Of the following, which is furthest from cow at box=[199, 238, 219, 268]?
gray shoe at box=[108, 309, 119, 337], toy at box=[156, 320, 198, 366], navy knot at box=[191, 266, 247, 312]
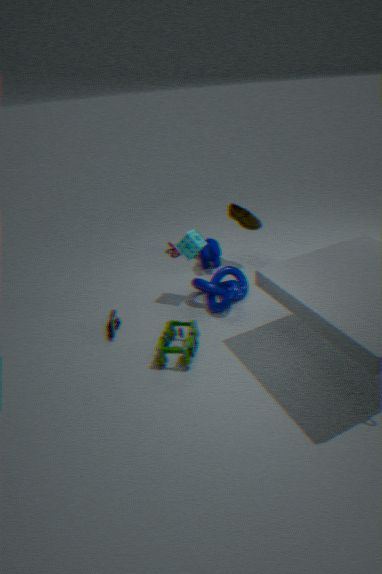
gray shoe at box=[108, 309, 119, 337]
